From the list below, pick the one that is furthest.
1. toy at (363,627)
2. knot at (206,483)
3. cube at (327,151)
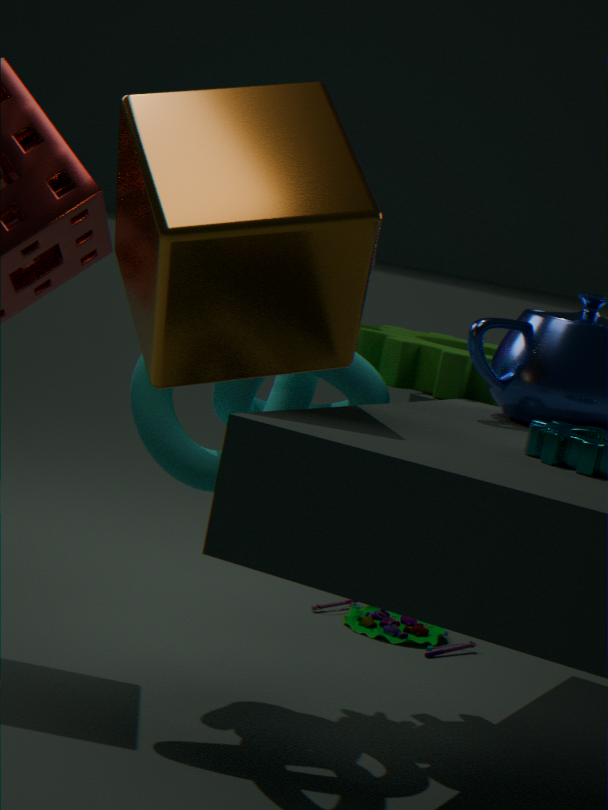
toy at (363,627)
